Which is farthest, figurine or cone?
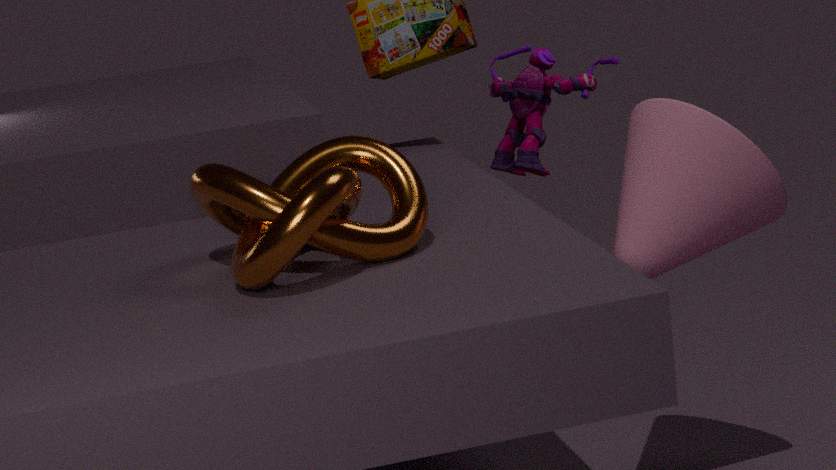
figurine
